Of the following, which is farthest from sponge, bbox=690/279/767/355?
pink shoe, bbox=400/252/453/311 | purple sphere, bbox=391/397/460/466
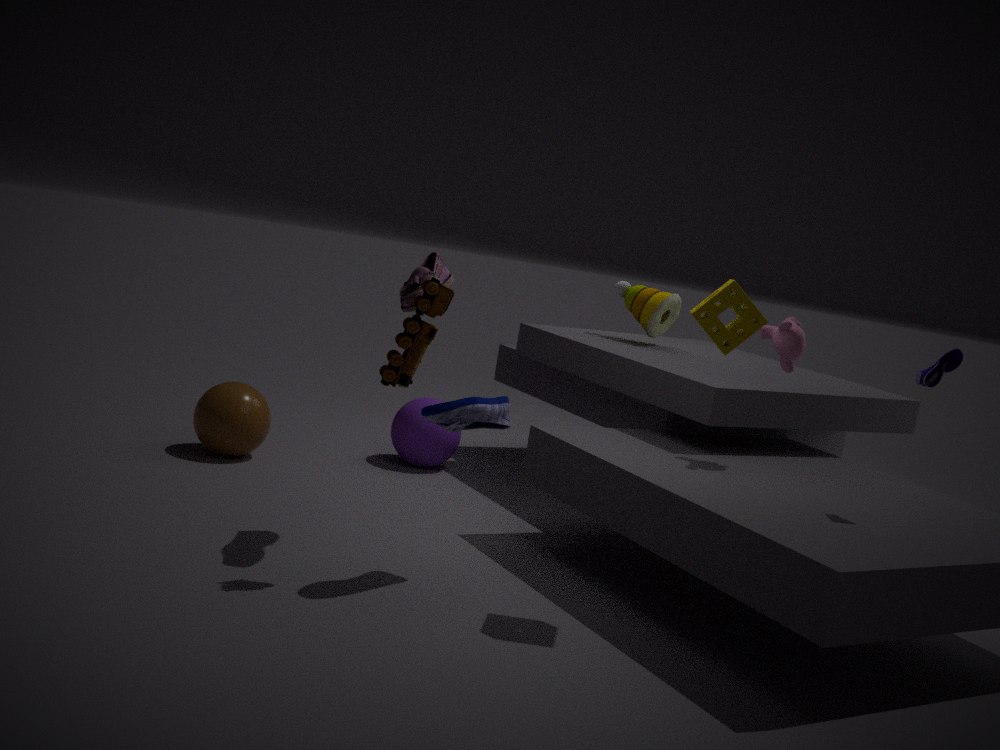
purple sphere, bbox=391/397/460/466
